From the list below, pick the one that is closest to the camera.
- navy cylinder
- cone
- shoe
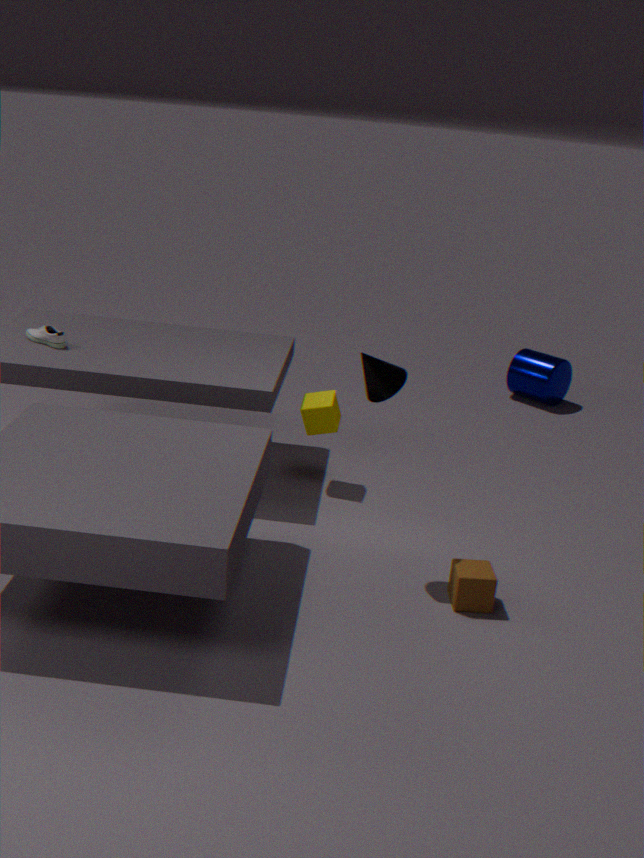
cone
